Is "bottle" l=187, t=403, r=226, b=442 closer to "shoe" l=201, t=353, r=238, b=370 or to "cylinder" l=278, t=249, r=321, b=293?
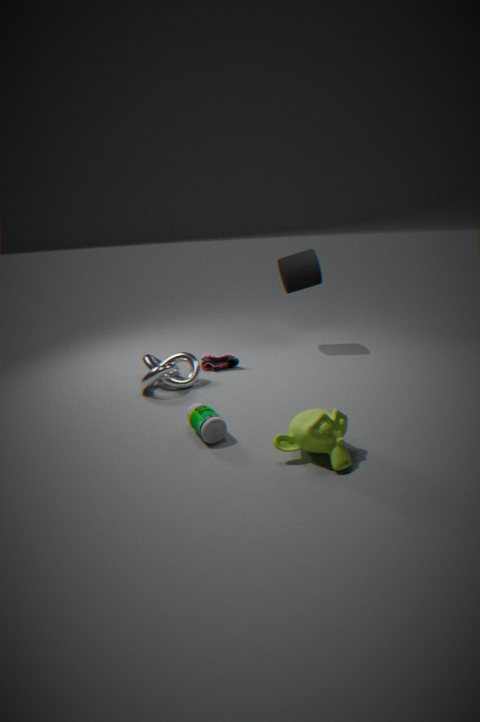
"shoe" l=201, t=353, r=238, b=370
